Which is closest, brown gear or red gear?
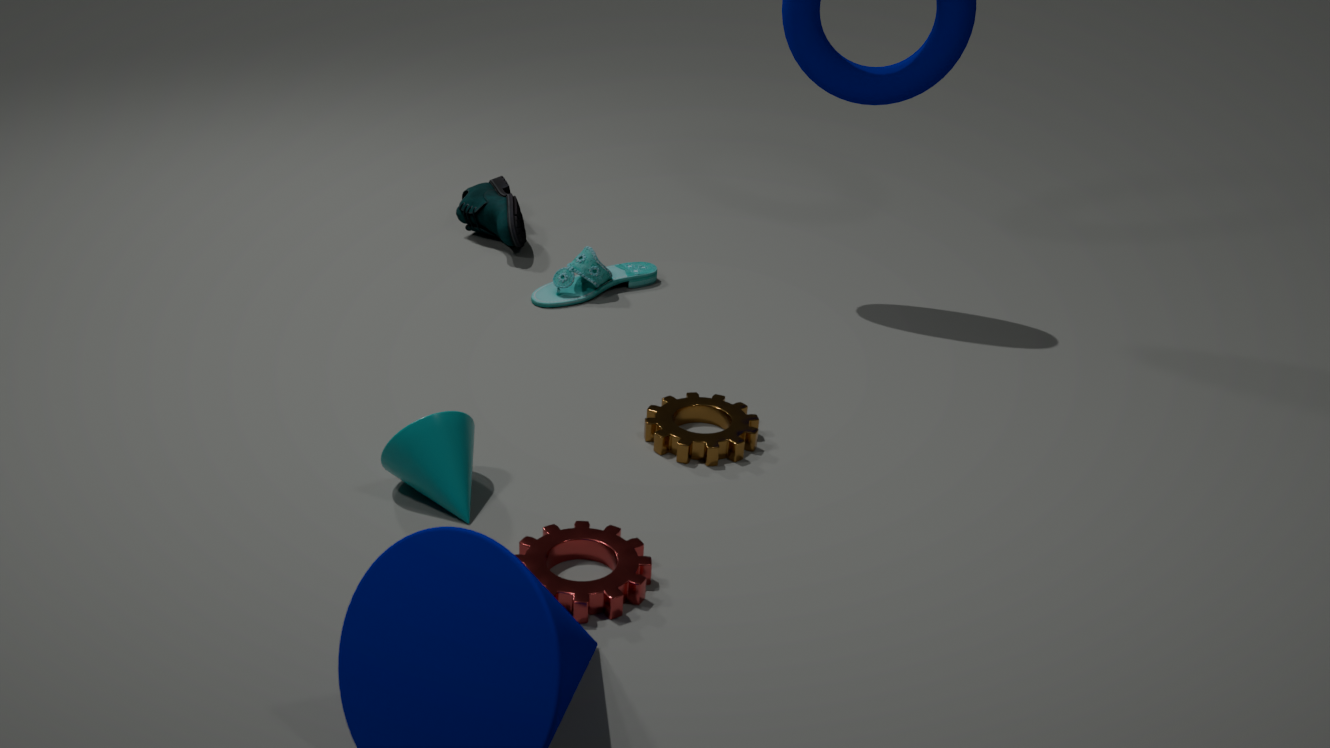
red gear
